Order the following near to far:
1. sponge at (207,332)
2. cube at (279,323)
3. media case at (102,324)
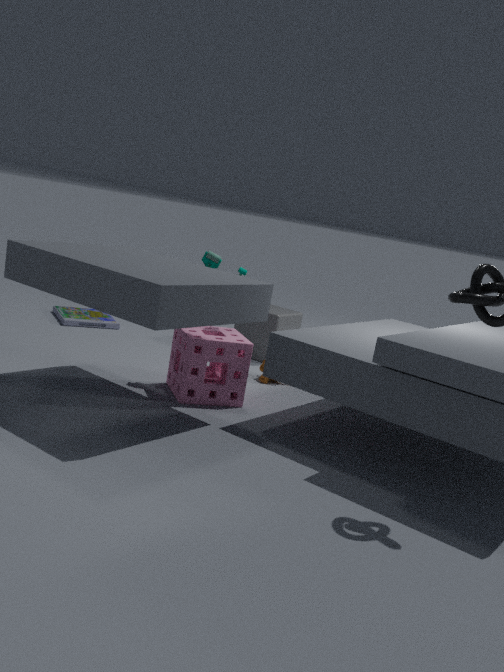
sponge at (207,332) → cube at (279,323) → media case at (102,324)
